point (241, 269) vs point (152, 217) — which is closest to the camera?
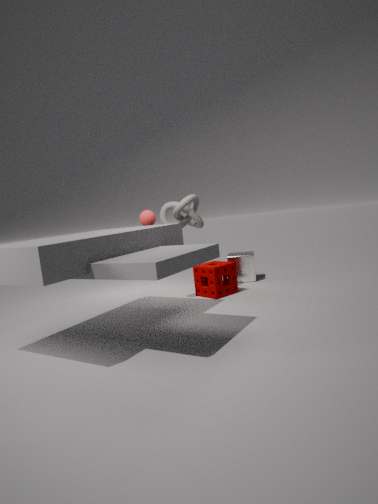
point (152, 217)
